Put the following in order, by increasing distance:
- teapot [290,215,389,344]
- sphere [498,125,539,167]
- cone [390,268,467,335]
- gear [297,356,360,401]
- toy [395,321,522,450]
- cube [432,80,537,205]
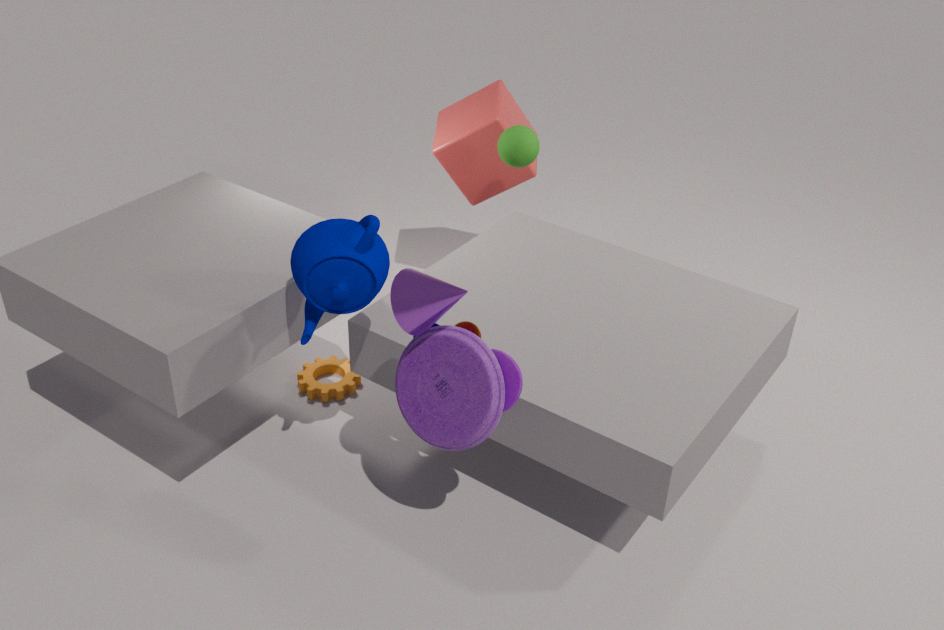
cone [390,268,467,335]
toy [395,321,522,450]
teapot [290,215,389,344]
sphere [498,125,539,167]
gear [297,356,360,401]
cube [432,80,537,205]
